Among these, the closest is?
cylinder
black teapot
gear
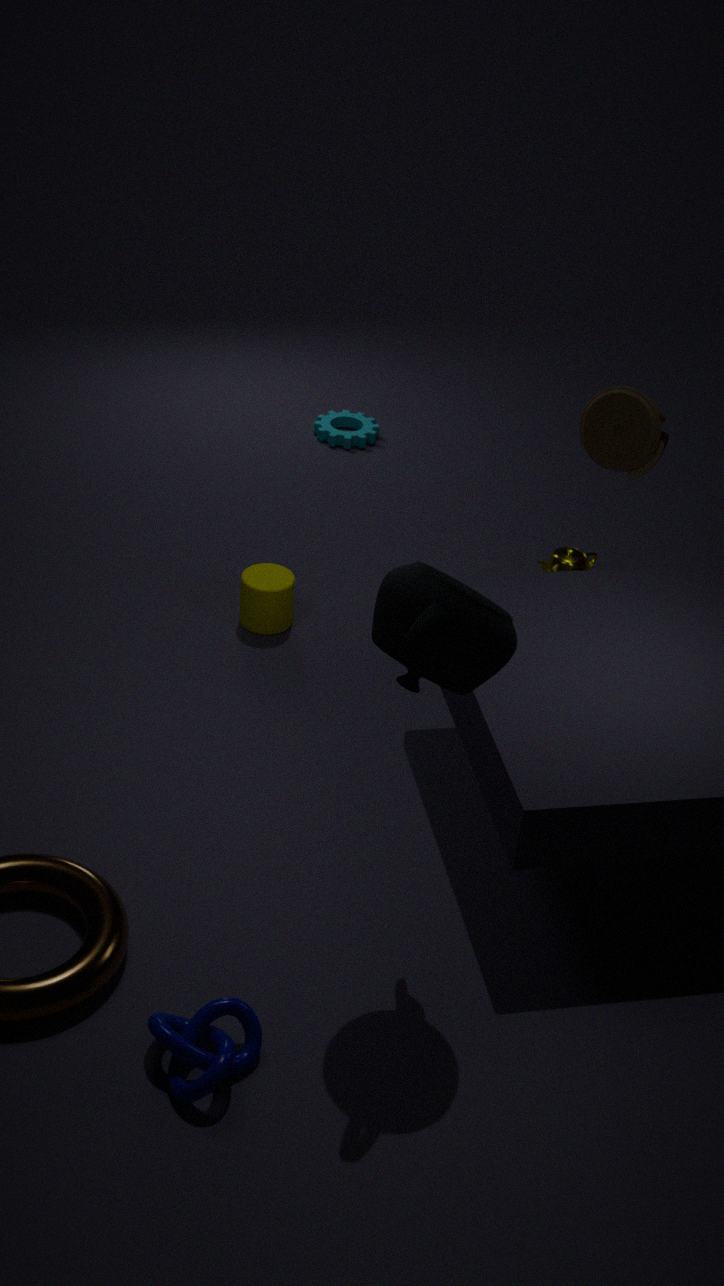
black teapot
